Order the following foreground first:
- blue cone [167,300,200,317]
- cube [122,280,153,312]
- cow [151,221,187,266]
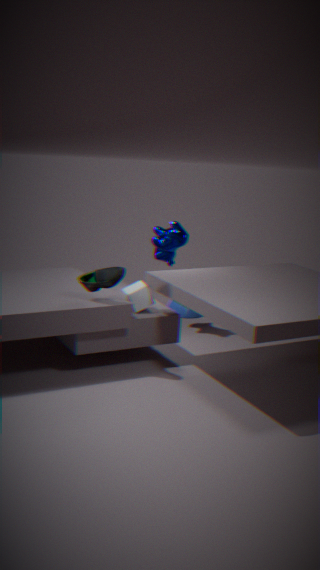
cube [122,280,153,312] < cow [151,221,187,266] < blue cone [167,300,200,317]
